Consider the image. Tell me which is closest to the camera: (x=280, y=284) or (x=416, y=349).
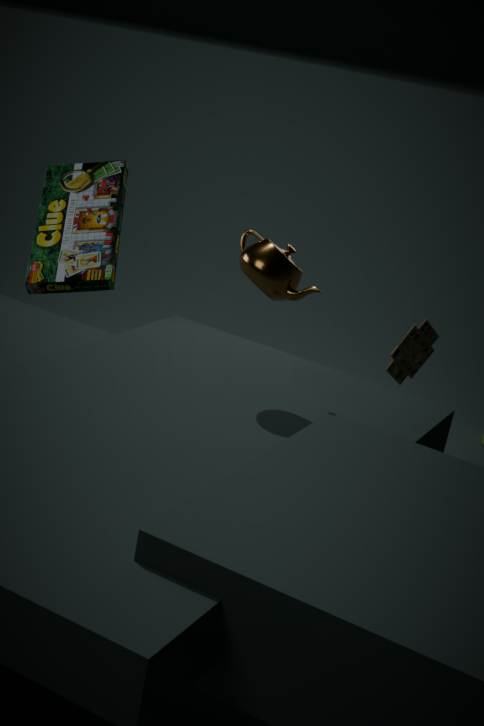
(x=280, y=284)
